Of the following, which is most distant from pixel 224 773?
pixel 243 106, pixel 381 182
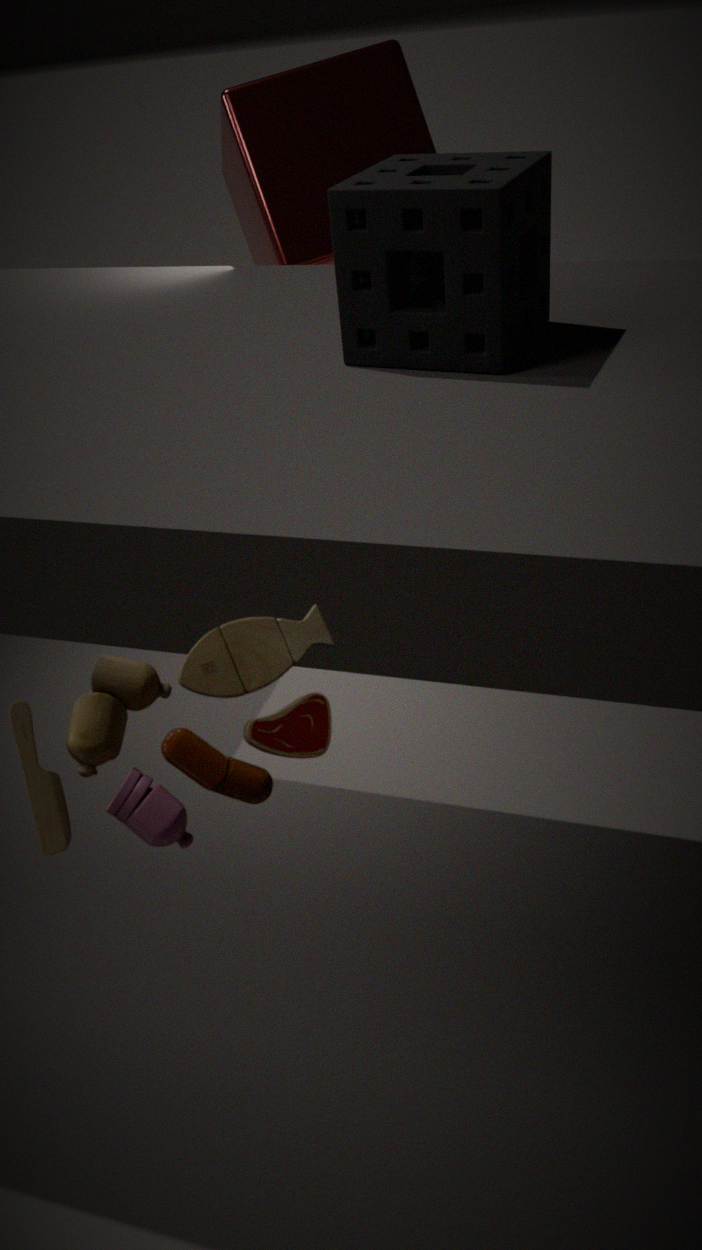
pixel 243 106
